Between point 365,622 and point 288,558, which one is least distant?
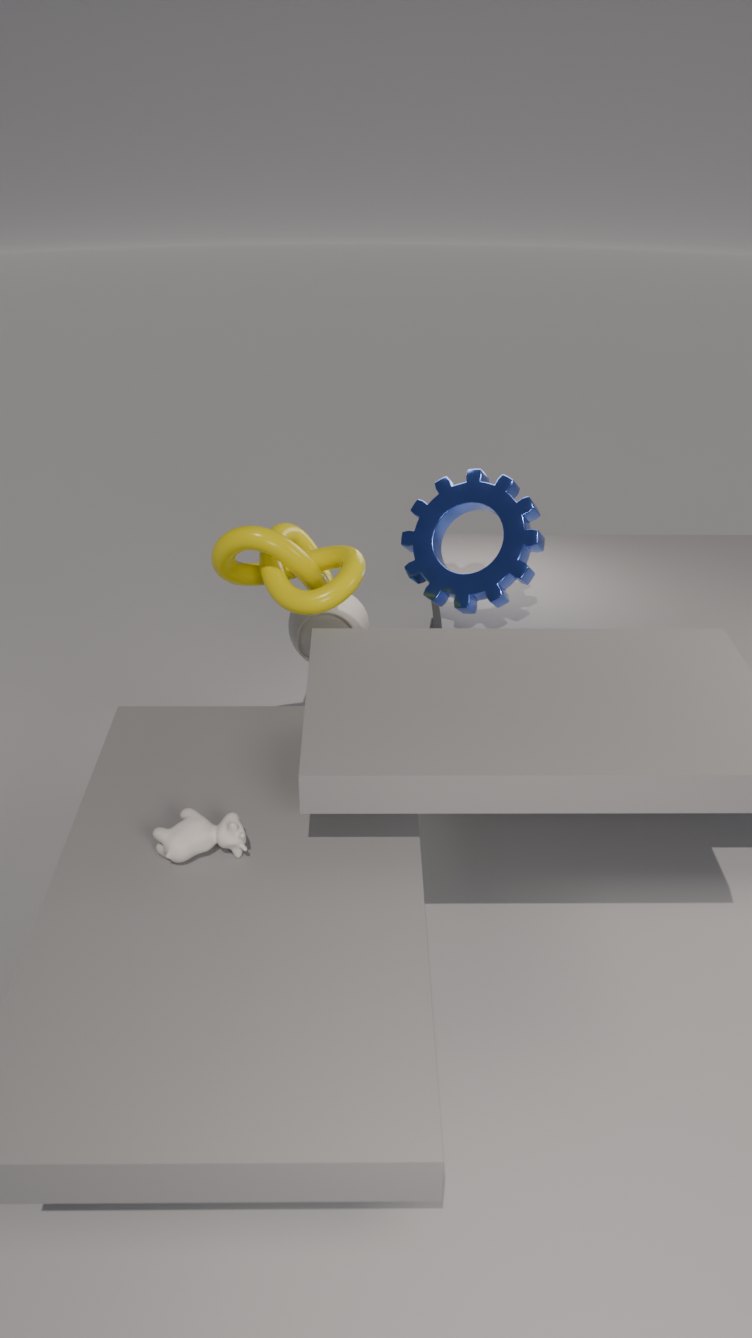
point 288,558
